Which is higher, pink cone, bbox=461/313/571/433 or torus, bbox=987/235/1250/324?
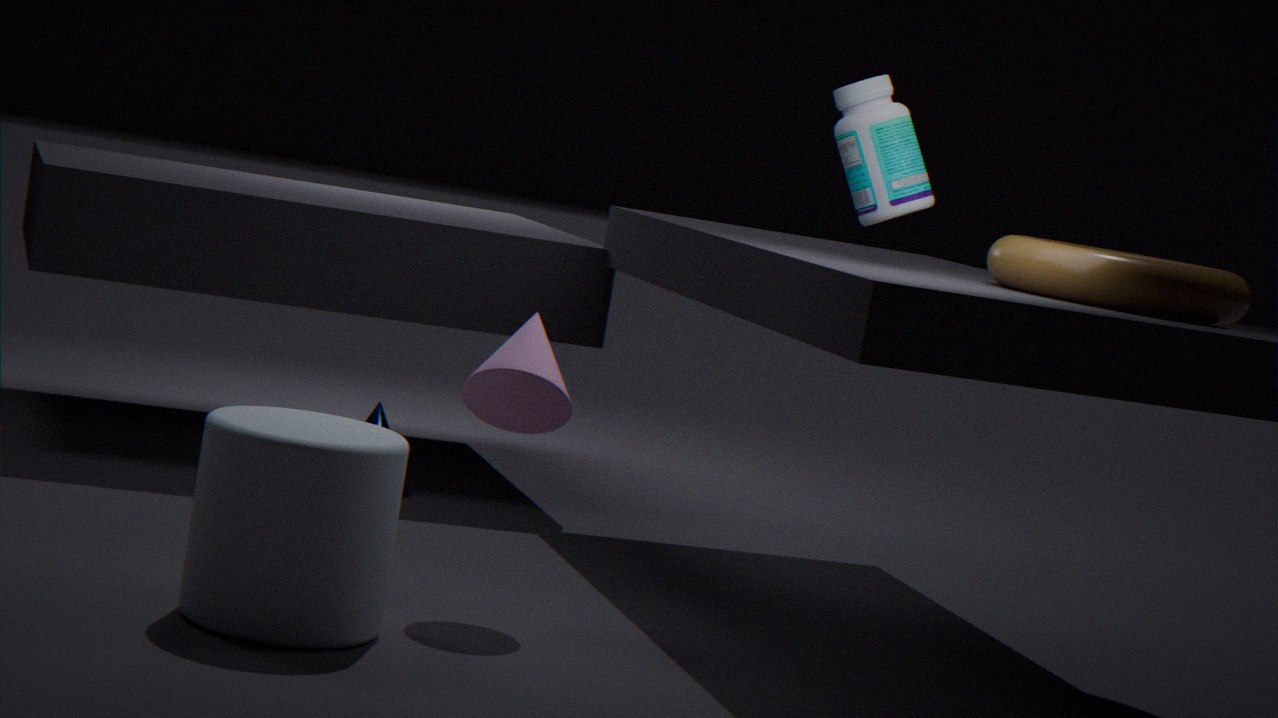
torus, bbox=987/235/1250/324
